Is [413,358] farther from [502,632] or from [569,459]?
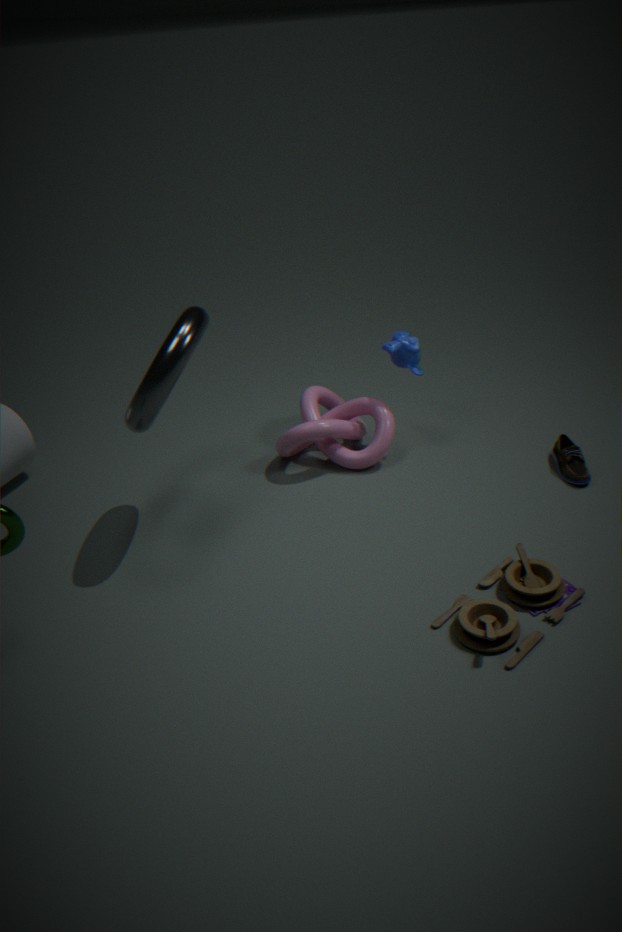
[502,632]
